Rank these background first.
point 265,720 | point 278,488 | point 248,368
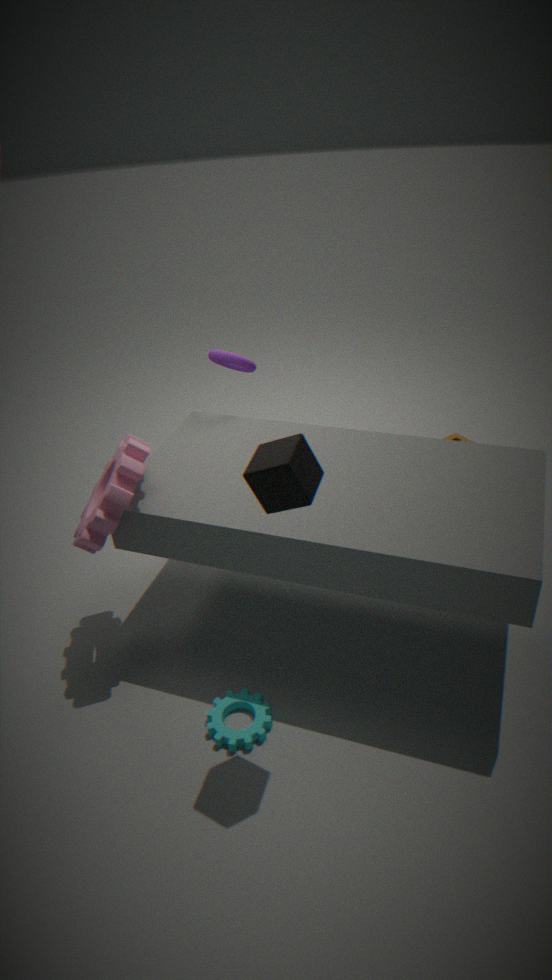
point 248,368 < point 265,720 < point 278,488
